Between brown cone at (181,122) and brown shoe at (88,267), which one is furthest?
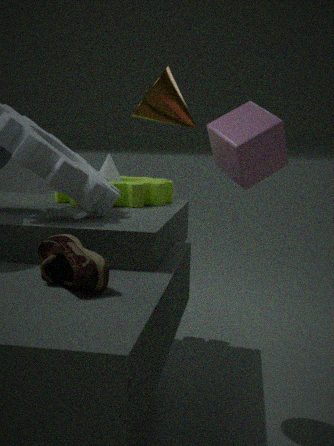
brown cone at (181,122)
